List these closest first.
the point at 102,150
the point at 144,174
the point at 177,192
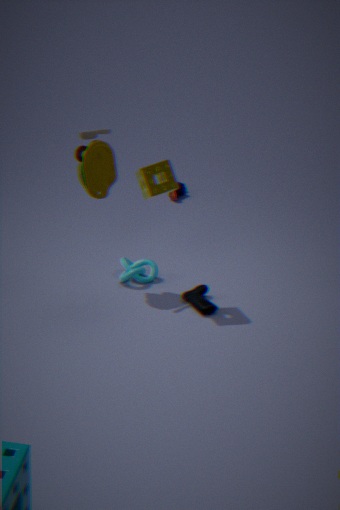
1. the point at 144,174
2. the point at 102,150
3. the point at 177,192
